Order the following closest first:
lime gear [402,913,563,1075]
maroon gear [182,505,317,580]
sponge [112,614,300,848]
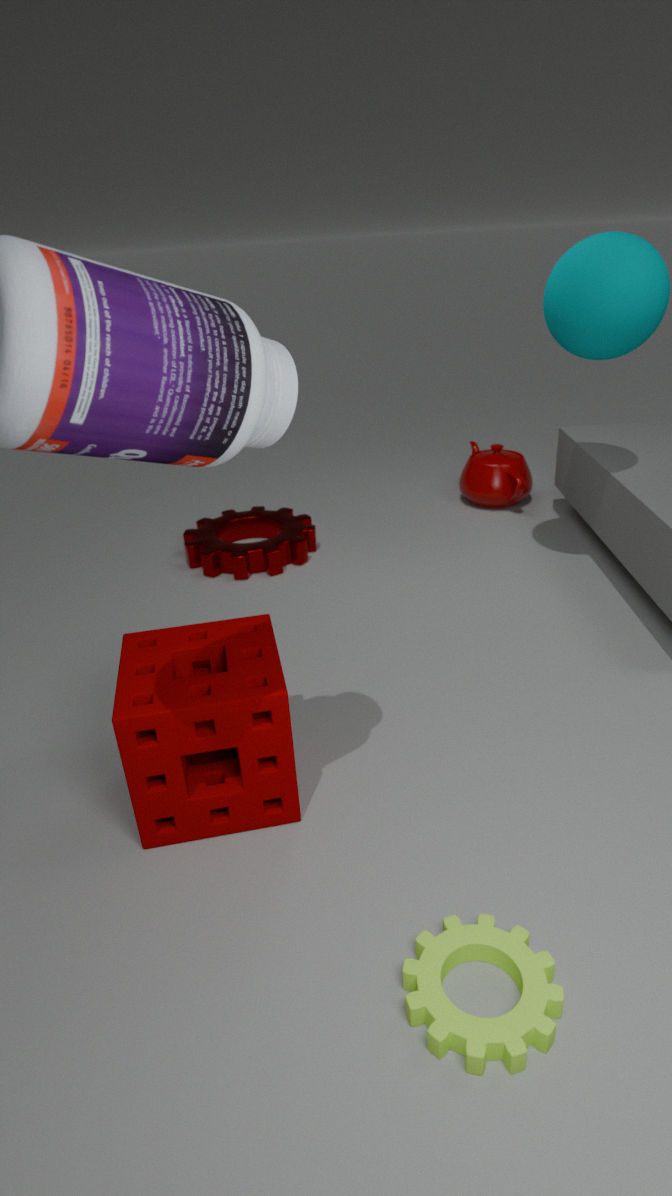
1. lime gear [402,913,563,1075]
2. sponge [112,614,300,848]
3. maroon gear [182,505,317,580]
